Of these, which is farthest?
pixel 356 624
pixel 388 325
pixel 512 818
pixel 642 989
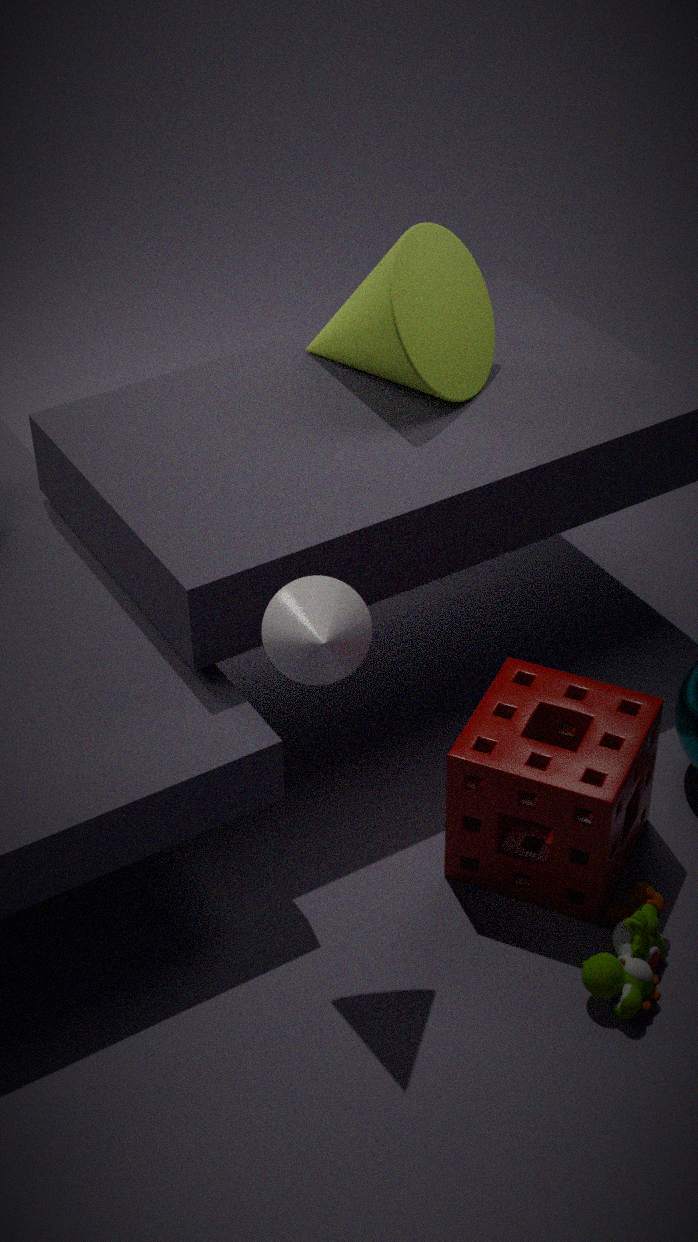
pixel 388 325
